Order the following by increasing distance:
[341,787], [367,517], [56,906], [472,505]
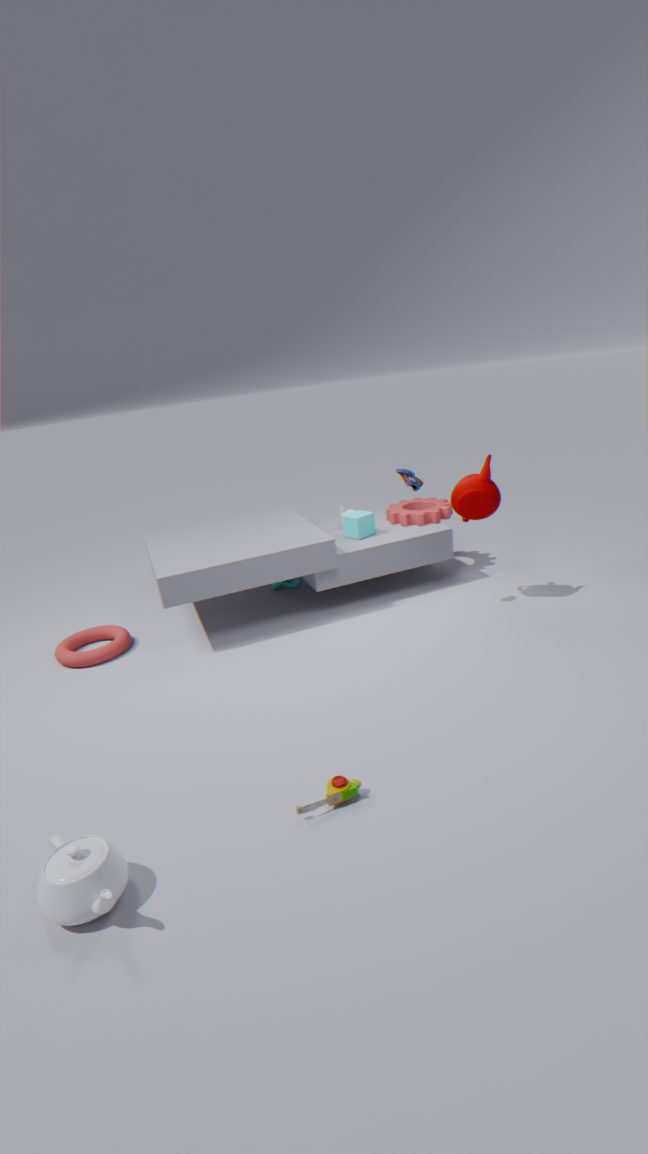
[56,906] → [341,787] → [472,505] → [367,517]
